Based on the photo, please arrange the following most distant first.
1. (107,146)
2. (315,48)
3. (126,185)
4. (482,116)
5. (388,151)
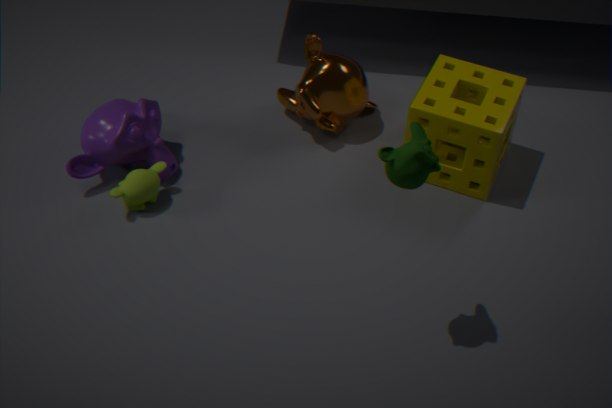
(315,48)
(107,146)
(126,185)
(482,116)
(388,151)
